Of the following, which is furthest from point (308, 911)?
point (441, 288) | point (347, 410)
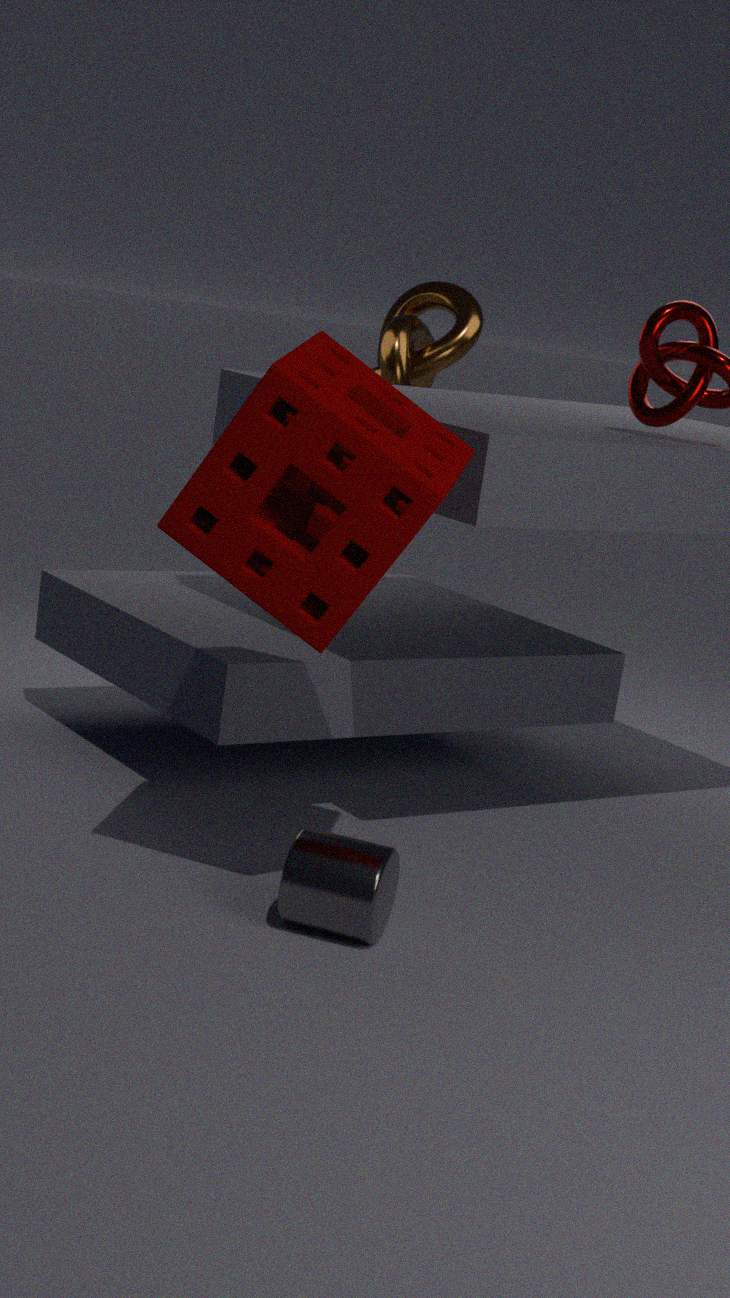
point (441, 288)
